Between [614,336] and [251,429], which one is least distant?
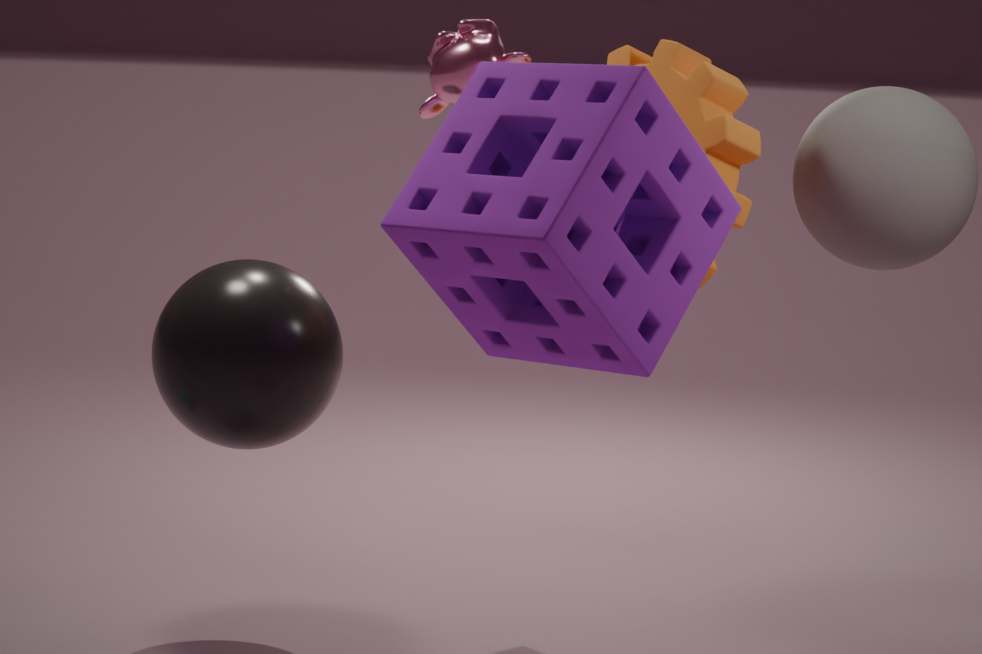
[614,336]
